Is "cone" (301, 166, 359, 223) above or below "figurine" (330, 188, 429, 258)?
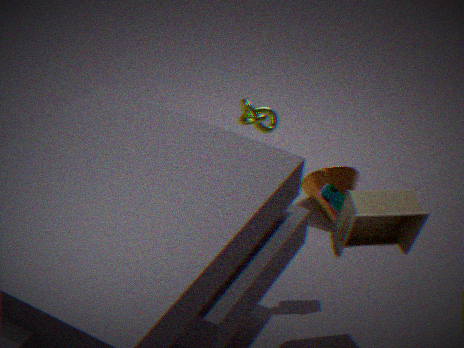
below
